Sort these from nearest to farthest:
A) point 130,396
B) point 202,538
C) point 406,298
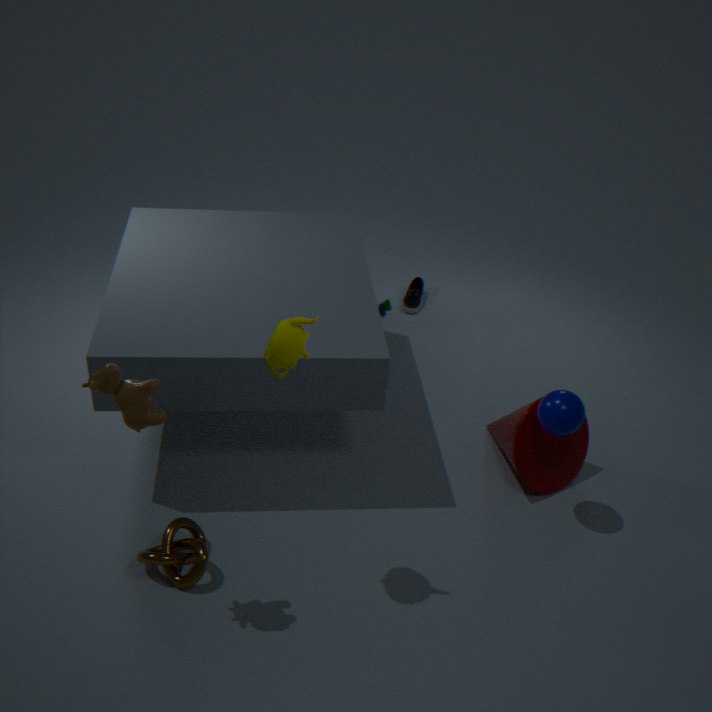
point 130,396
point 202,538
point 406,298
